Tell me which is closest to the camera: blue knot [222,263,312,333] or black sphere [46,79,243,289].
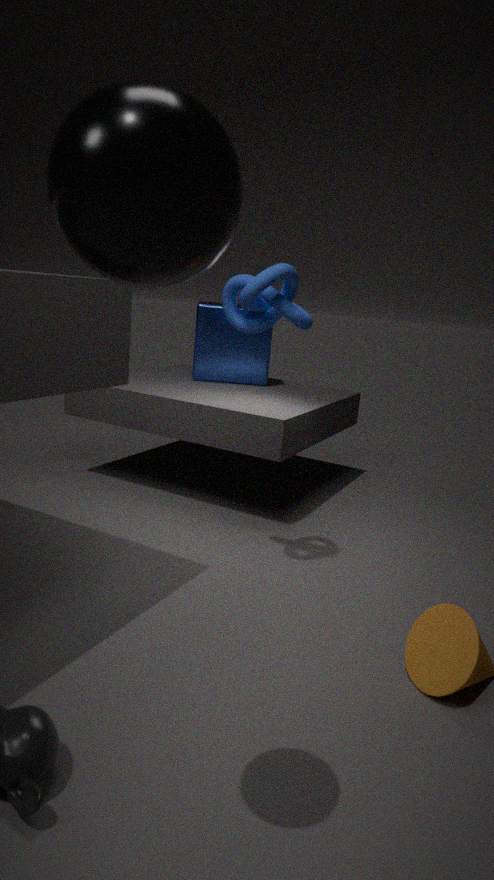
black sphere [46,79,243,289]
